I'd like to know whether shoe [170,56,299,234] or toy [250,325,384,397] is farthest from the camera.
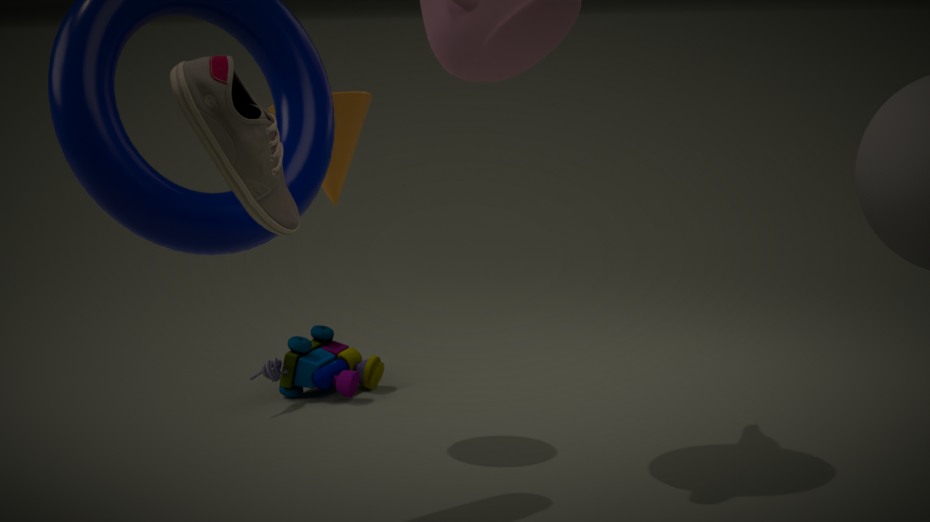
toy [250,325,384,397]
